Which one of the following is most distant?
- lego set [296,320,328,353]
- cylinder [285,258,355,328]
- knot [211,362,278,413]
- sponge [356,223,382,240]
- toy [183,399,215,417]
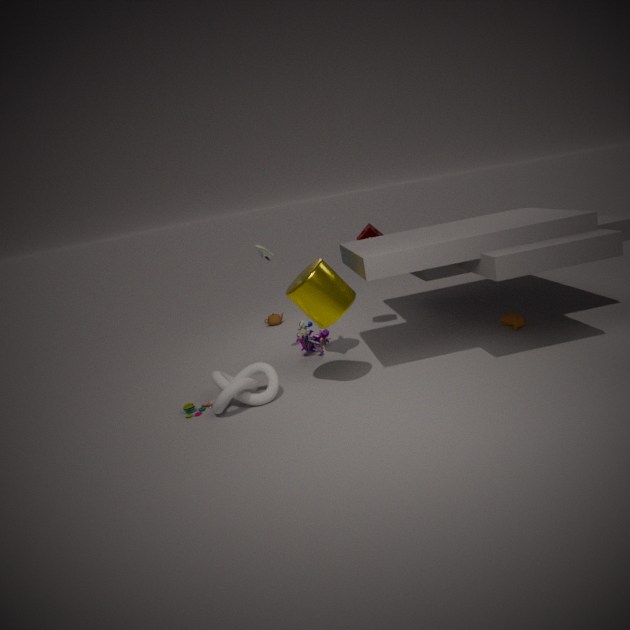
sponge [356,223,382,240]
